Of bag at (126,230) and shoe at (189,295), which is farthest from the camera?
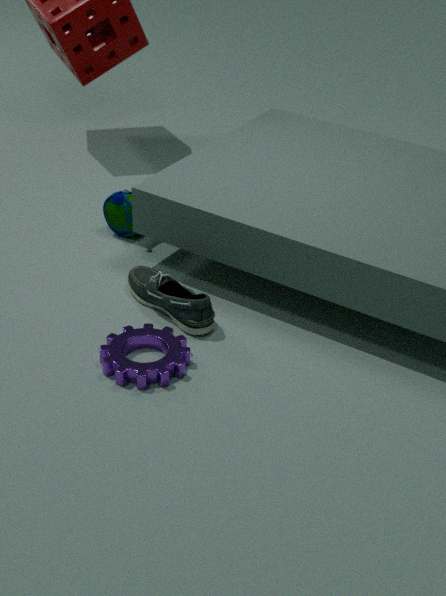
bag at (126,230)
